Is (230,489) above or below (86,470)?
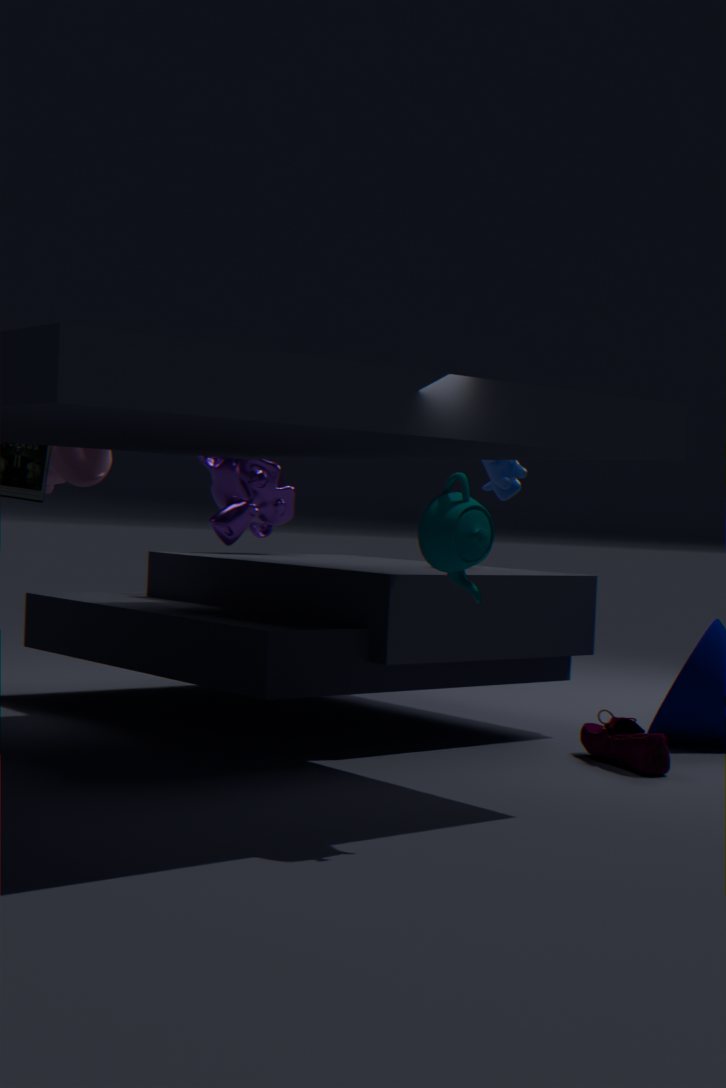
below
